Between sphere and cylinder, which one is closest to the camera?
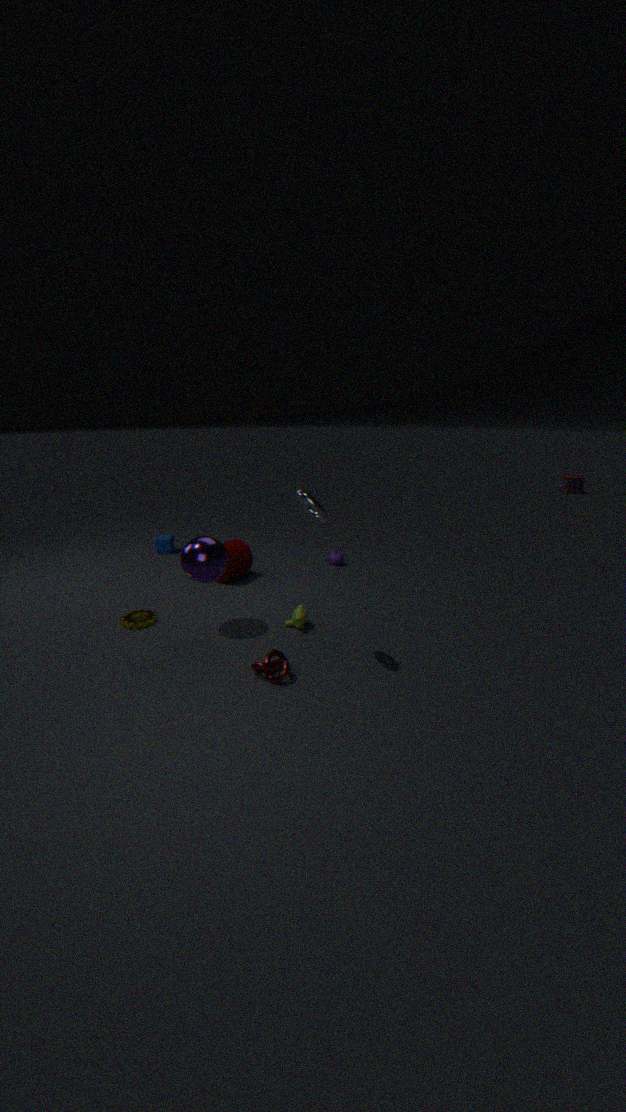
sphere
